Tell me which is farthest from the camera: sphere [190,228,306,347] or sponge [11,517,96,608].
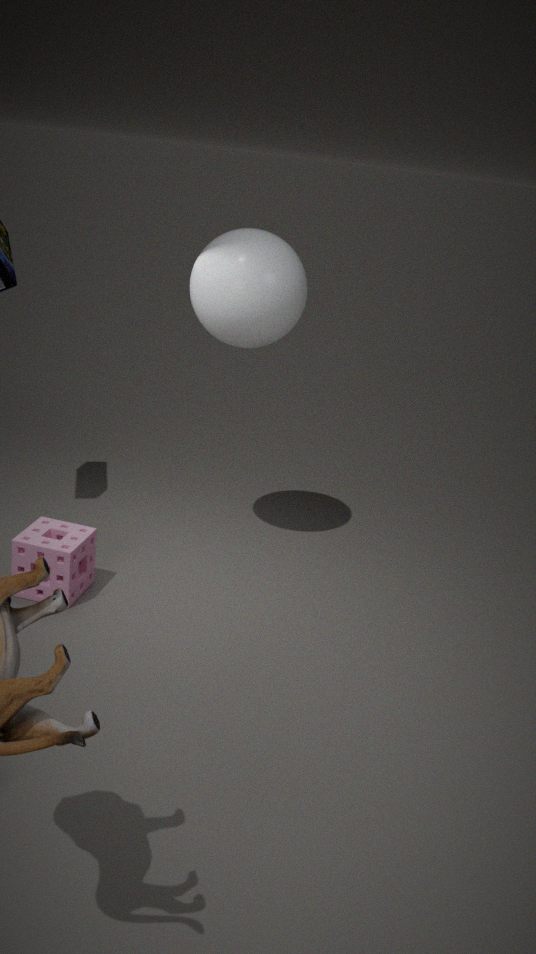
sphere [190,228,306,347]
